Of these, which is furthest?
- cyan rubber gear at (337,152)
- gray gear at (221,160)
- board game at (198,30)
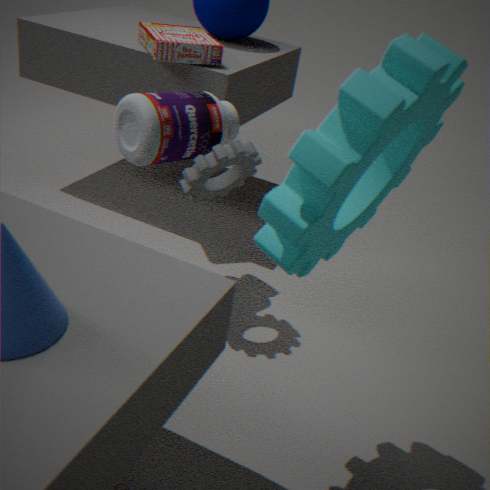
board game at (198,30)
